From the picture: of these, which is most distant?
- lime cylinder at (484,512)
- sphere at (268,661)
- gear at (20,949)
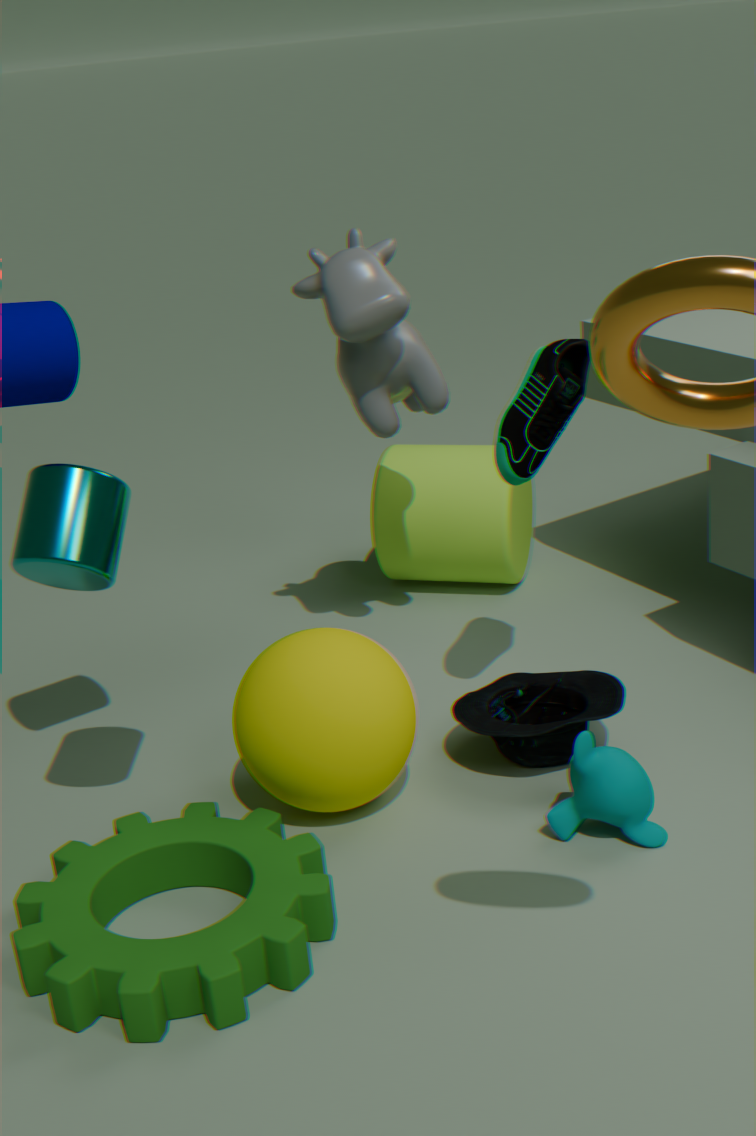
lime cylinder at (484,512)
